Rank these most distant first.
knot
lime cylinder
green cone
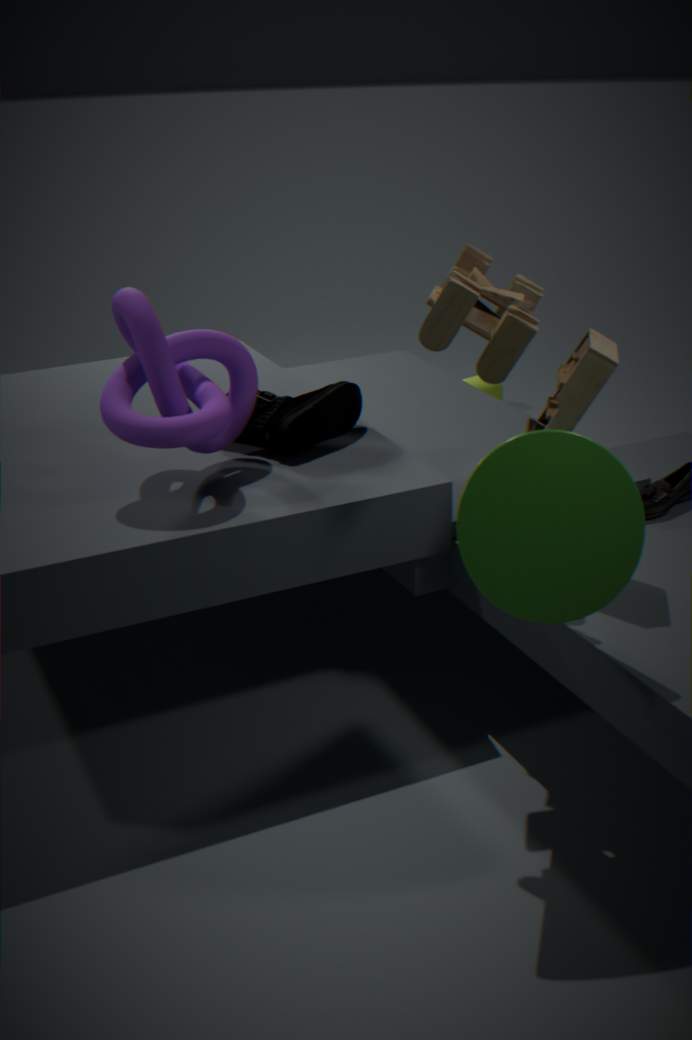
lime cylinder → knot → green cone
